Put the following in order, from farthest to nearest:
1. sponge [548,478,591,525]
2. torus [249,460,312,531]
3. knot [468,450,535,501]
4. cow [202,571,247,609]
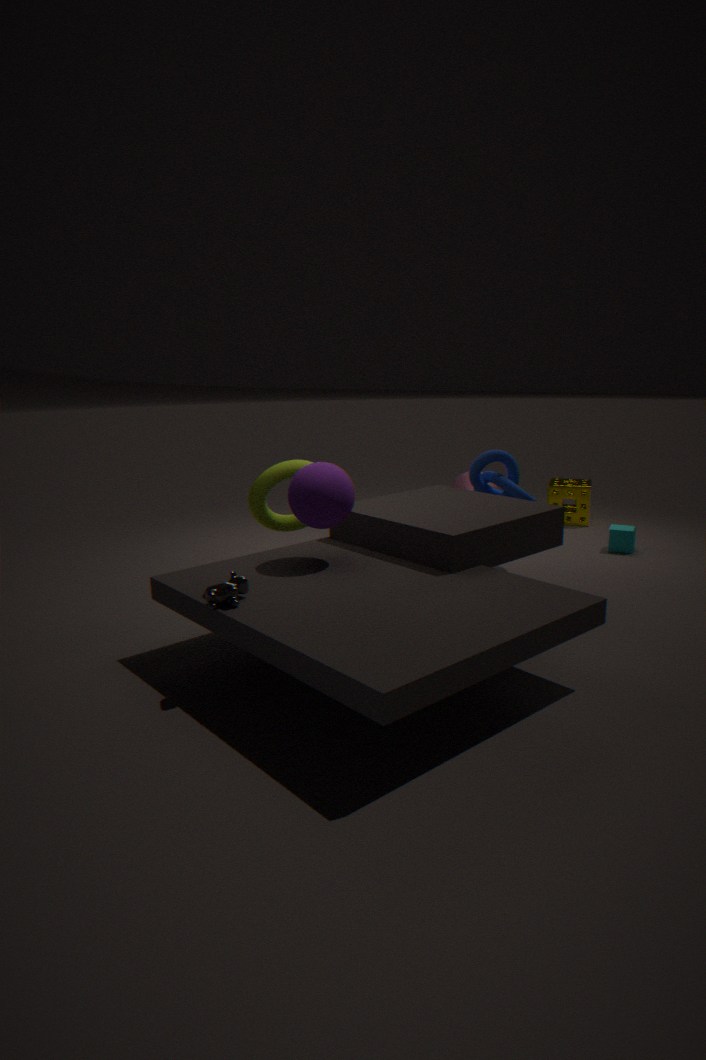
sponge [548,478,591,525] → knot [468,450,535,501] → torus [249,460,312,531] → cow [202,571,247,609]
